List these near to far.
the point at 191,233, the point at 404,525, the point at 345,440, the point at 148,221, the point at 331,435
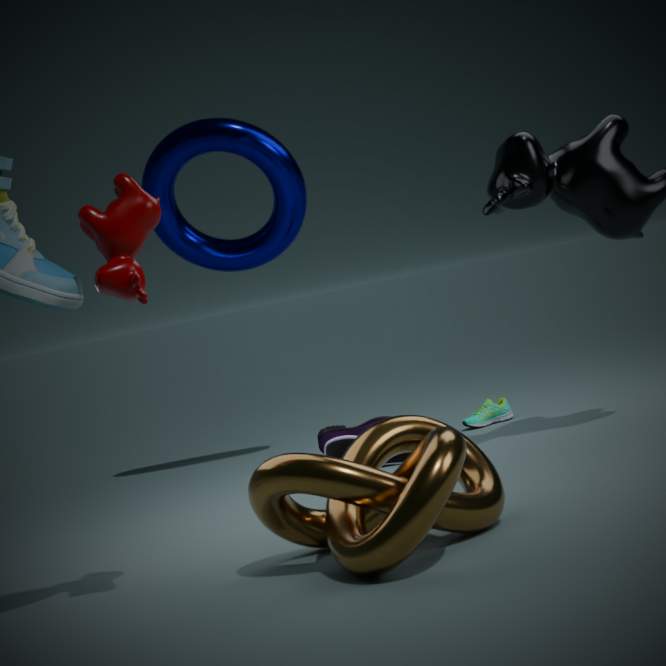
the point at 404,525 → the point at 148,221 → the point at 345,440 → the point at 331,435 → the point at 191,233
